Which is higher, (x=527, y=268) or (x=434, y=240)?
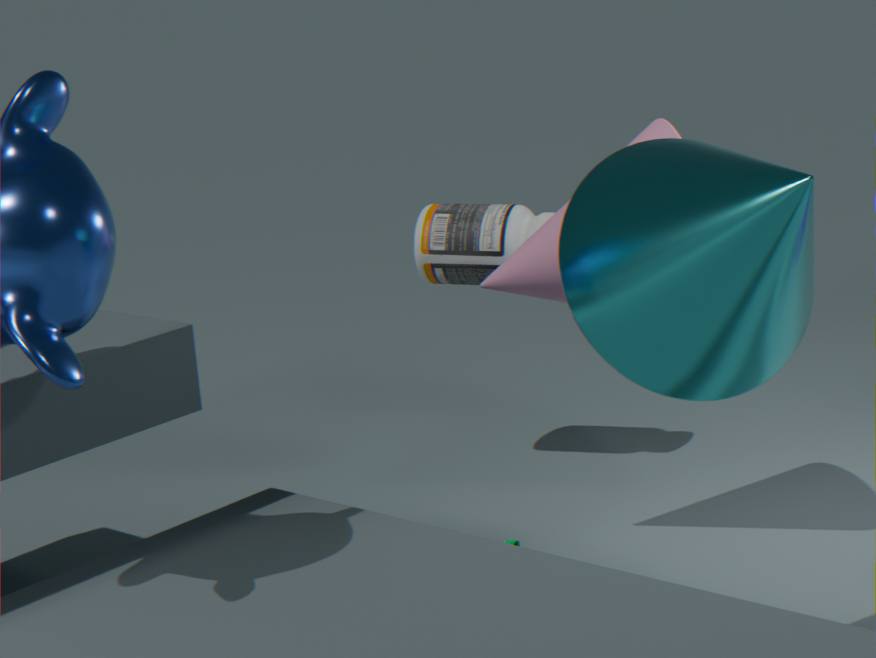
(x=527, y=268)
